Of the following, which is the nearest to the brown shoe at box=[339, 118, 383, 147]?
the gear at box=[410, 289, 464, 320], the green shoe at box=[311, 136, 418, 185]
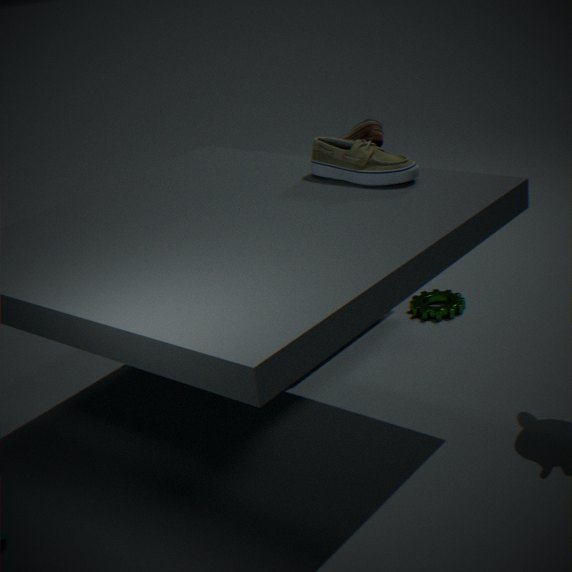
the green shoe at box=[311, 136, 418, 185]
